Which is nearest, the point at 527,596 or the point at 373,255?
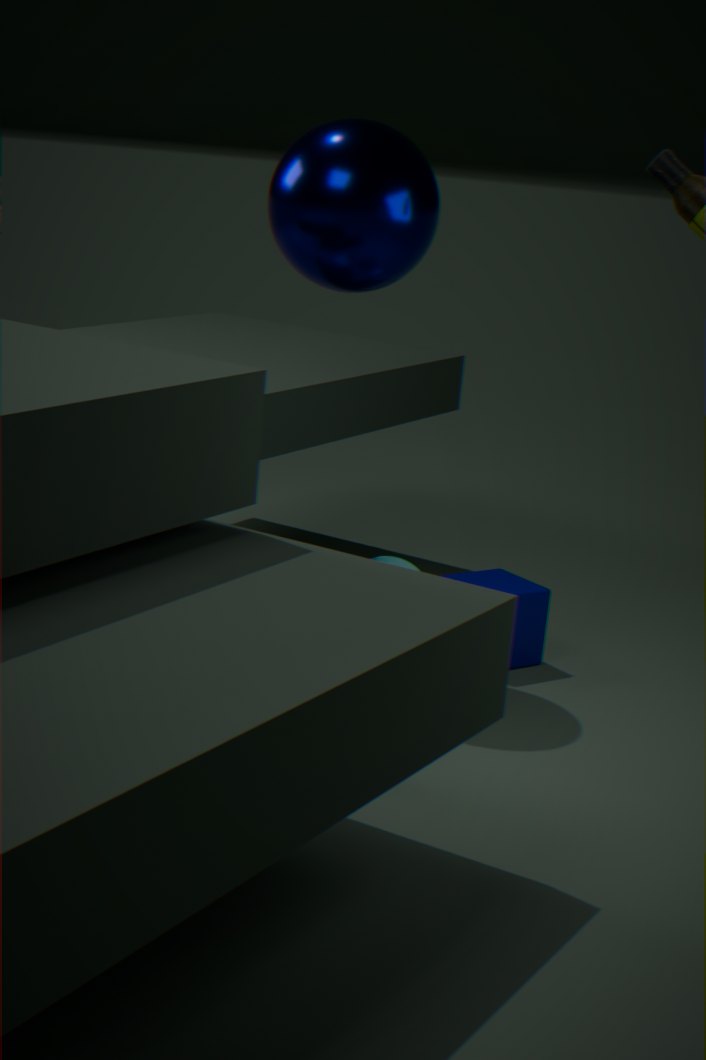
the point at 373,255
